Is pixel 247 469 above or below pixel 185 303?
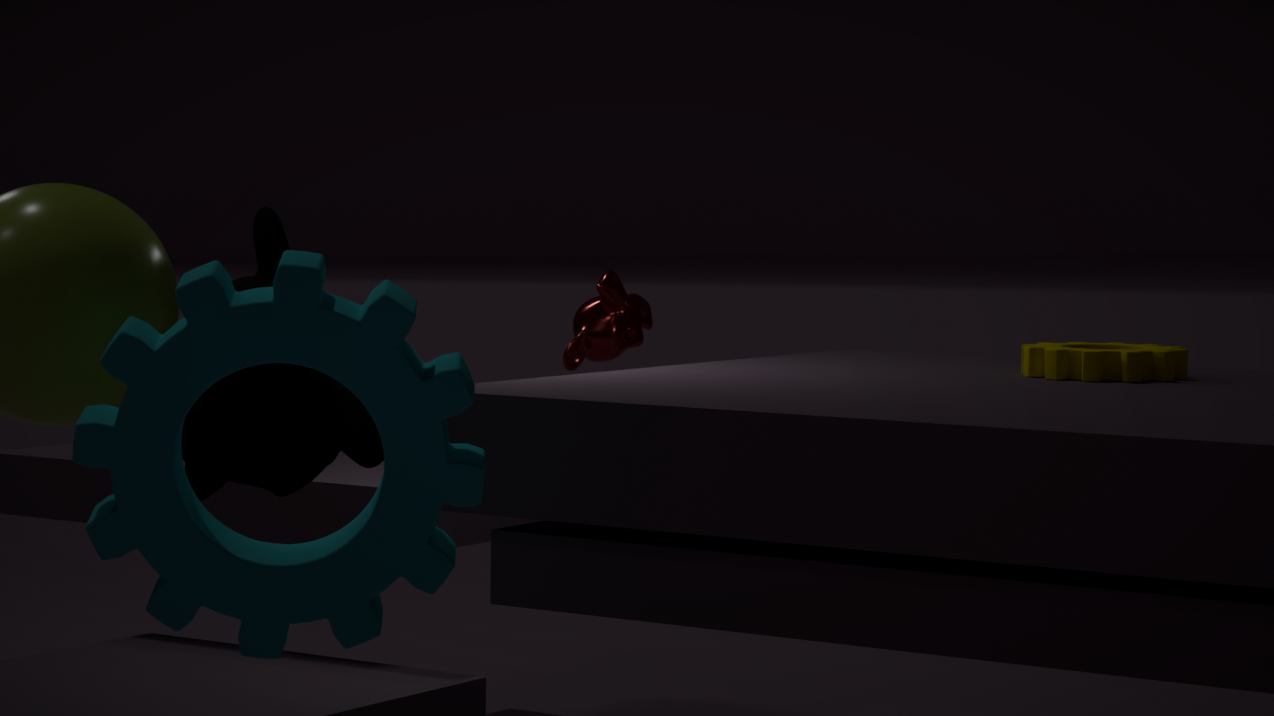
above
